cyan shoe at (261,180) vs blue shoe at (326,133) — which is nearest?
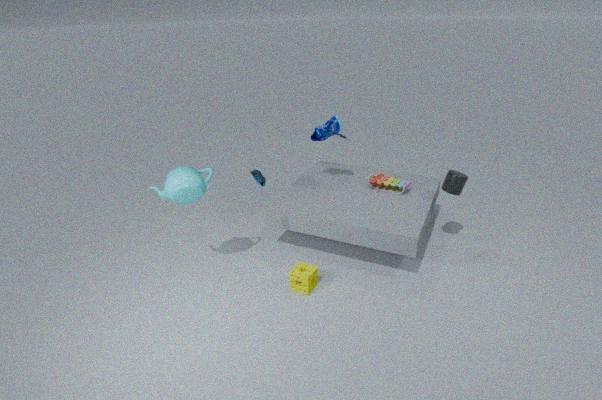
cyan shoe at (261,180)
